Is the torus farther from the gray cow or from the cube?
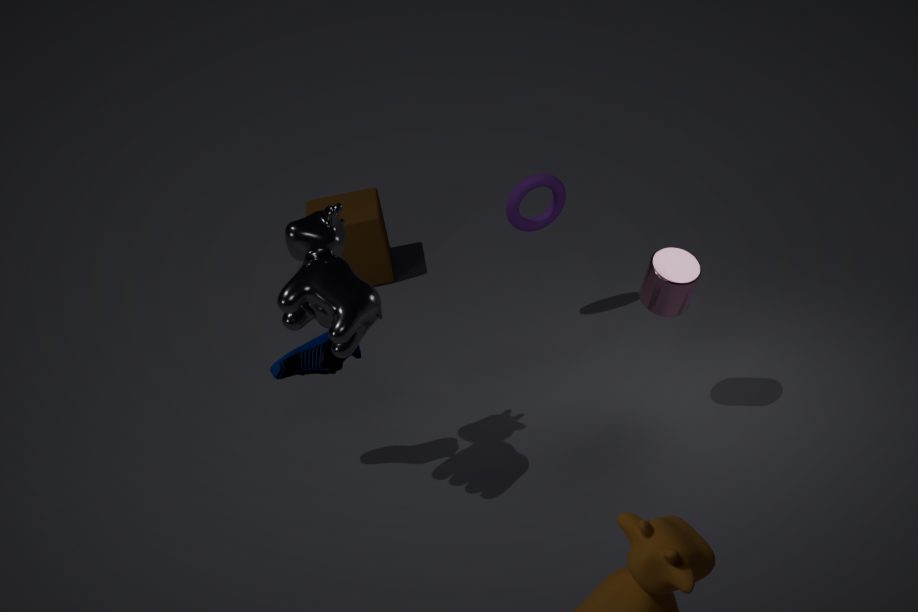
the gray cow
